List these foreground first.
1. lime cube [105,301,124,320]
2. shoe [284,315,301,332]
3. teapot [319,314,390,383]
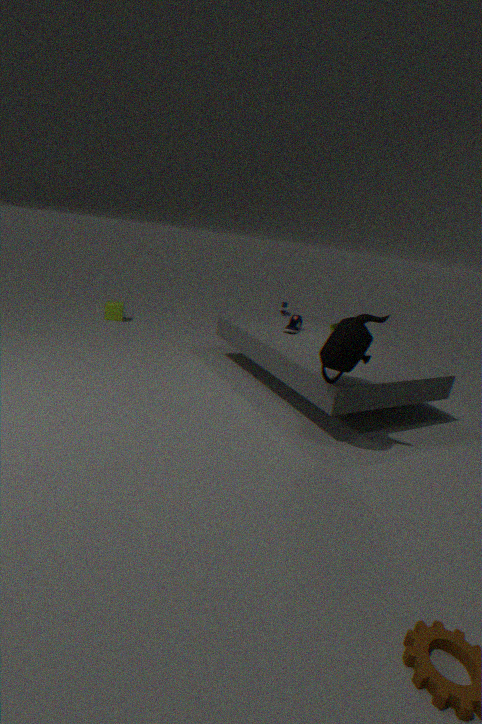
1. teapot [319,314,390,383]
2. shoe [284,315,301,332]
3. lime cube [105,301,124,320]
